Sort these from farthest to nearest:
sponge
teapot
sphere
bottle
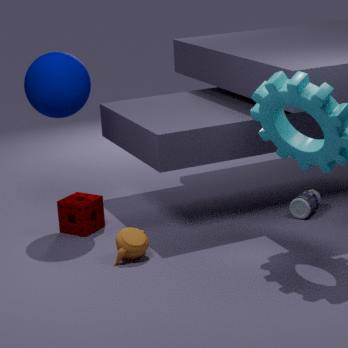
bottle → sponge → sphere → teapot
